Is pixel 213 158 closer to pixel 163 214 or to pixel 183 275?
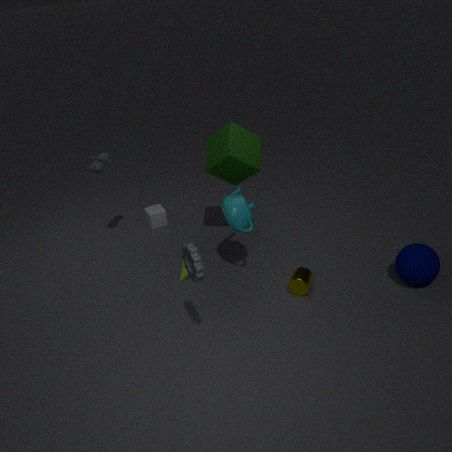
pixel 183 275
